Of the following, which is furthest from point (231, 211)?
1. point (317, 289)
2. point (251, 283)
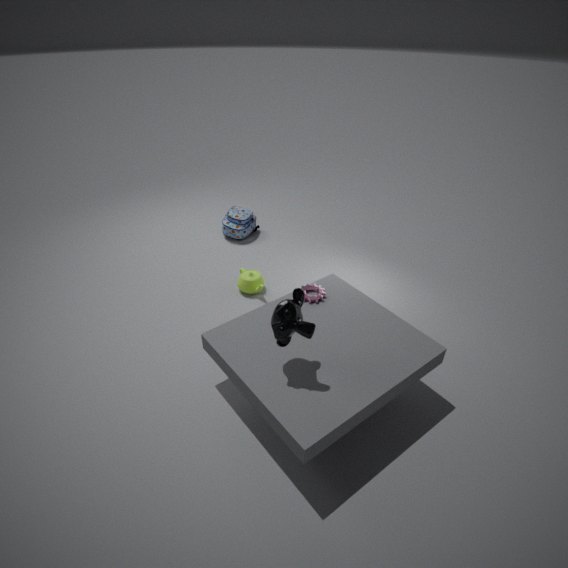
point (317, 289)
